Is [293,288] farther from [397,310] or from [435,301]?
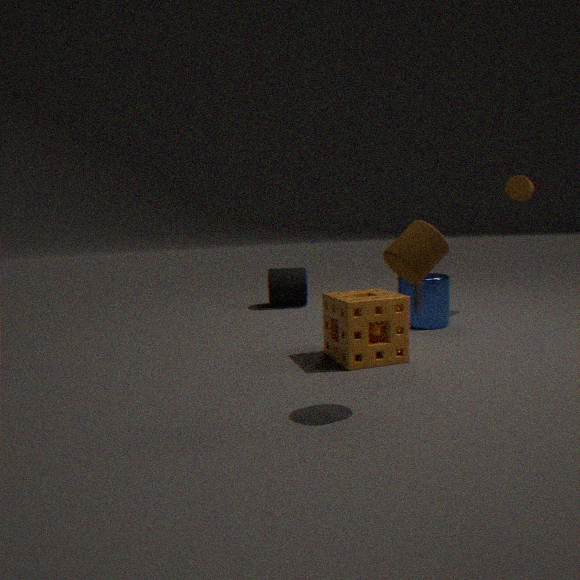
[397,310]
